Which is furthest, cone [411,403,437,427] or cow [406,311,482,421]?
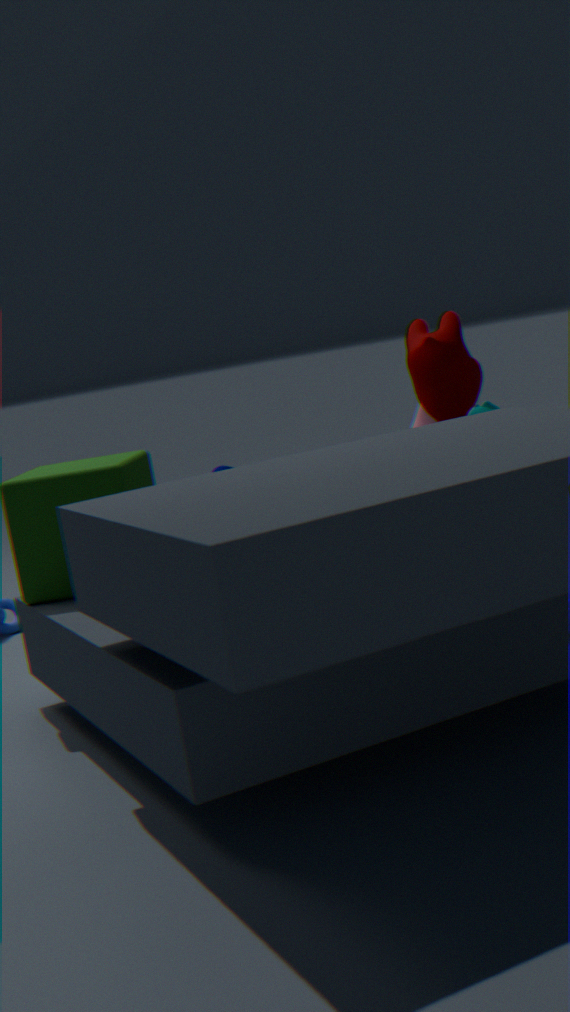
cone [411,403,437,427]
